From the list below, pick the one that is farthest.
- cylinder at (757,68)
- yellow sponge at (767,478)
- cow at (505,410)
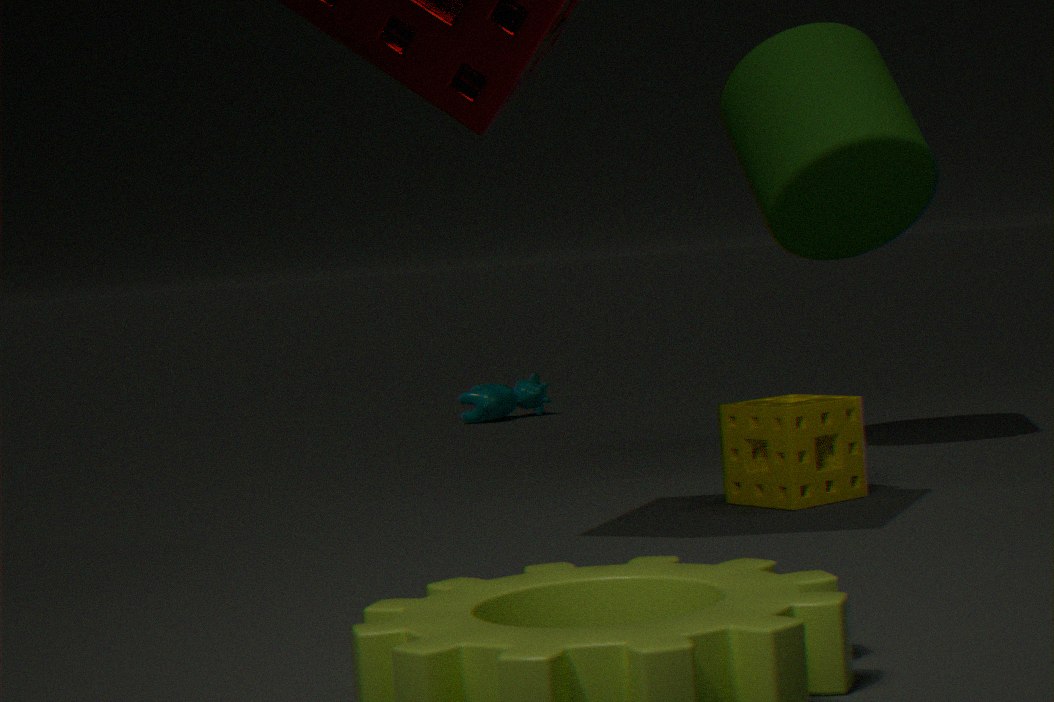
cow at (505,410)
